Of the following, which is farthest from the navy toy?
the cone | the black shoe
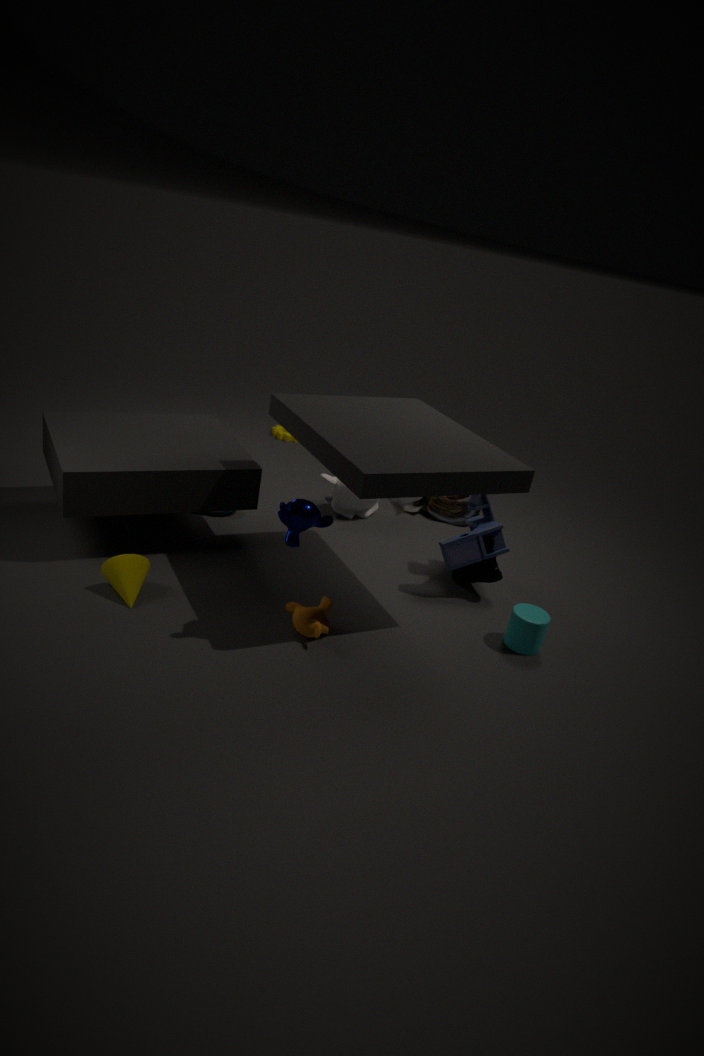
the cone
